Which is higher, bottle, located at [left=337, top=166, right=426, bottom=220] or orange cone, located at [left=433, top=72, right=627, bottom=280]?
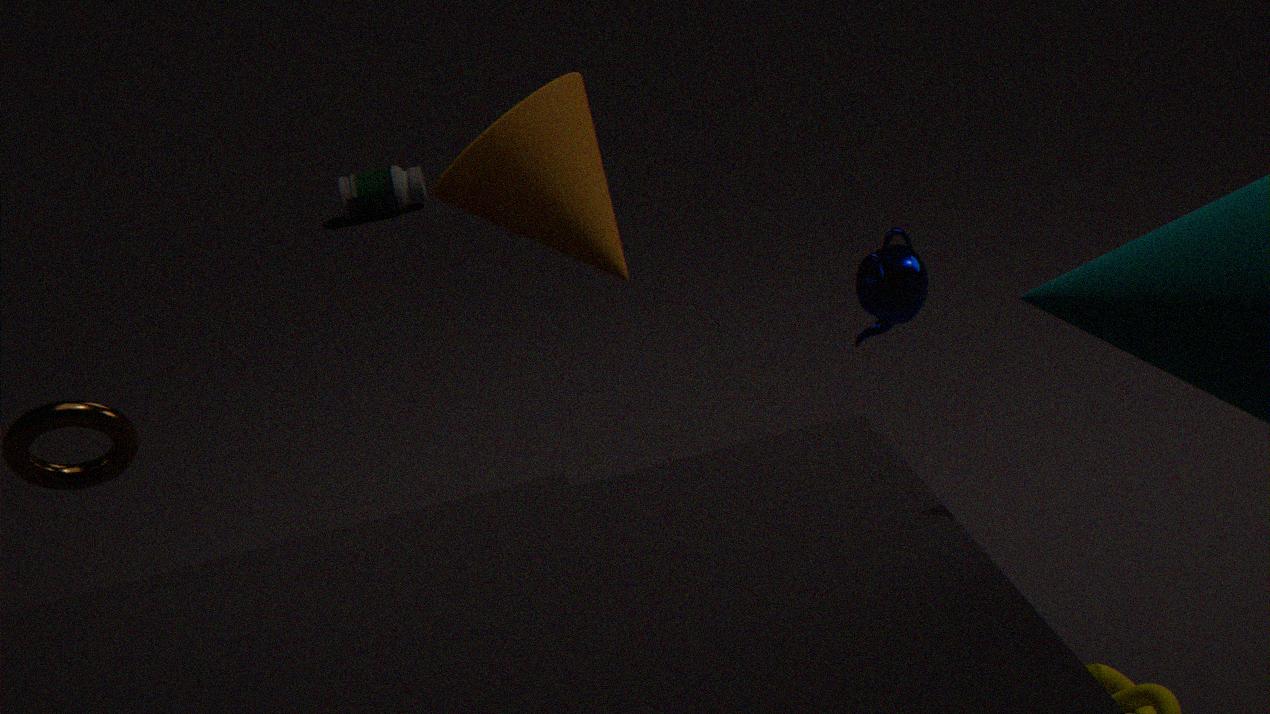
orange cone, located at [left=433, top=72, right=627, bottom=280]
